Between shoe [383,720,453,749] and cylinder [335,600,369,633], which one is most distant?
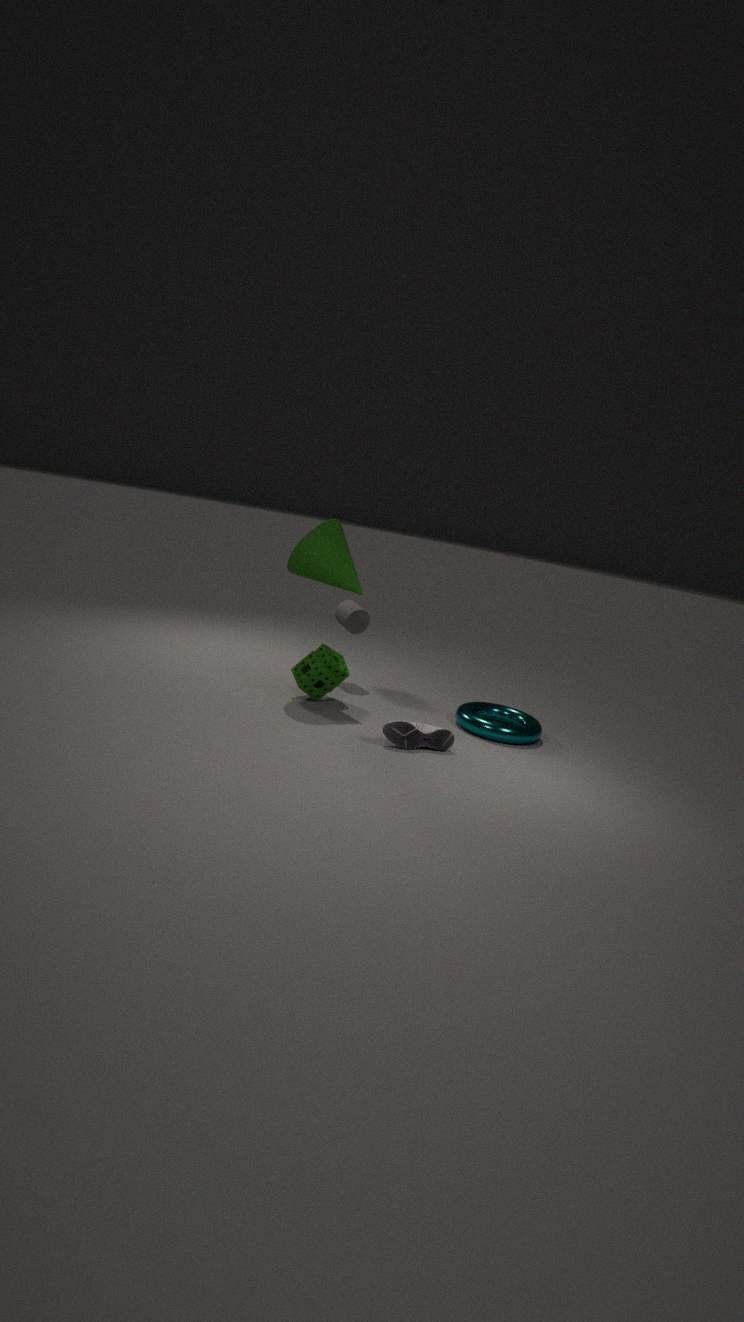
cylinder [335,600,369,633]
